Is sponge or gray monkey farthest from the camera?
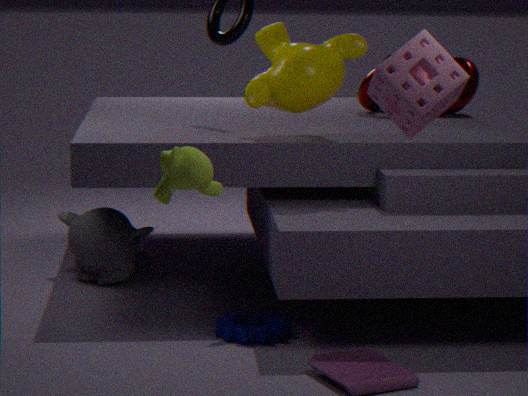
gray monkey
